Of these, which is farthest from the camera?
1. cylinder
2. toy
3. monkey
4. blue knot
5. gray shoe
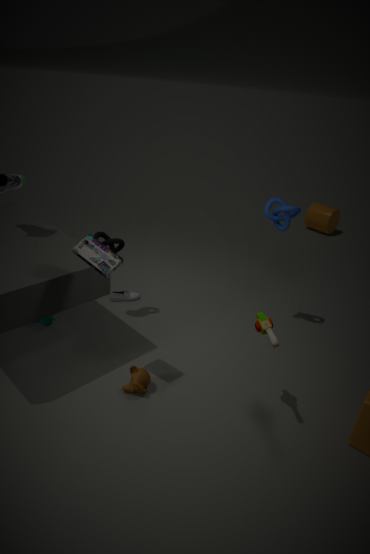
cylinder
